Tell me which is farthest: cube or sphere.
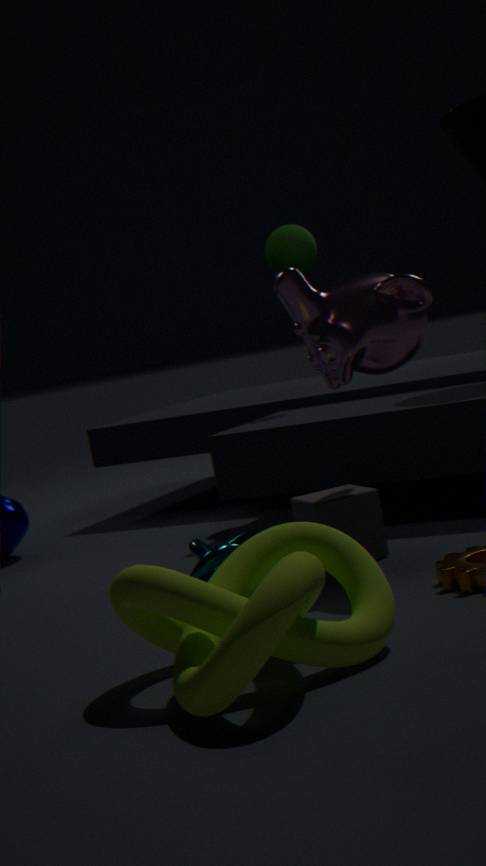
sphere
